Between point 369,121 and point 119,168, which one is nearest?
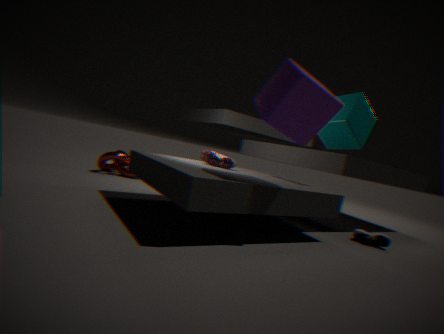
point 369,121
